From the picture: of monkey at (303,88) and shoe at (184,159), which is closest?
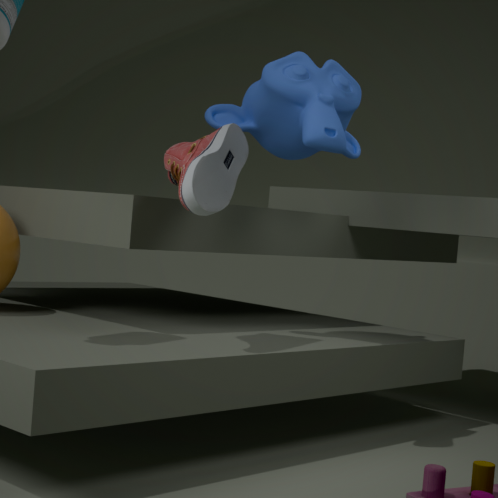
shoe at (184,159)
